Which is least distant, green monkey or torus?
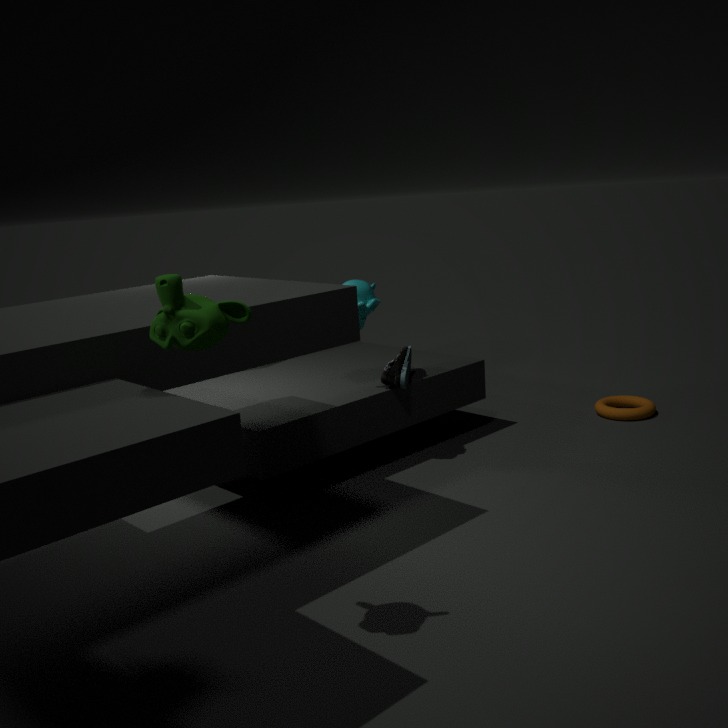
green monkey
